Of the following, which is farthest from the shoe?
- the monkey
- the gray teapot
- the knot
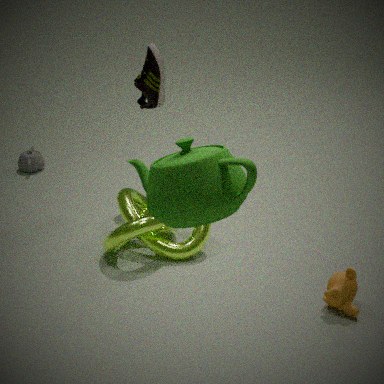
the monkey
